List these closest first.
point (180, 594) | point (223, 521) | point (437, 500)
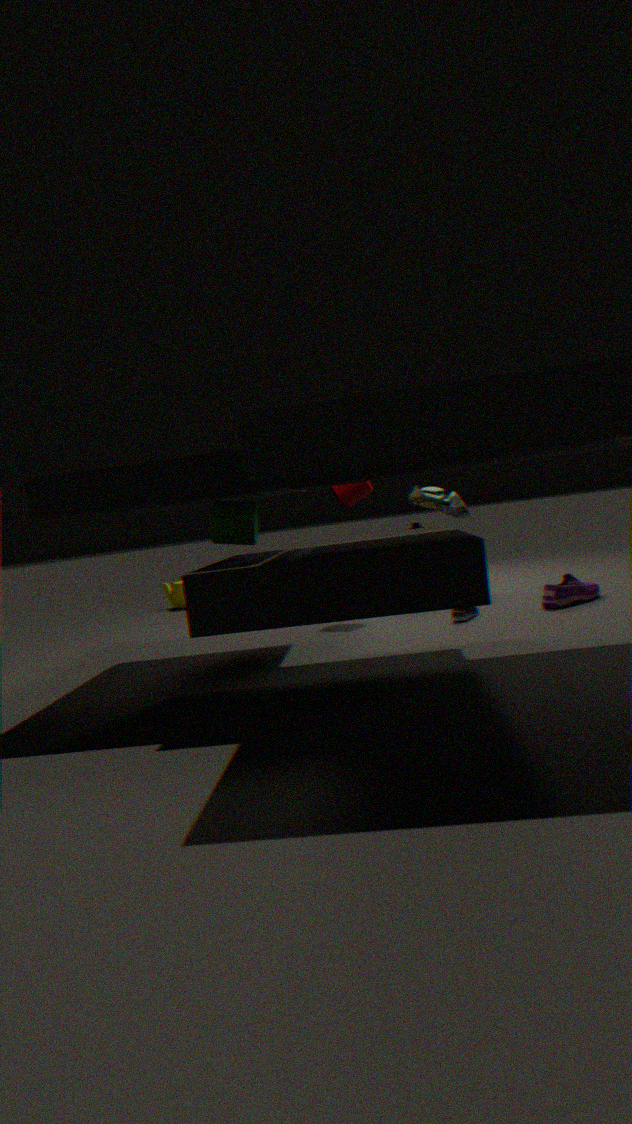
point (223, 521), point (437, 500), point (180, 594)
